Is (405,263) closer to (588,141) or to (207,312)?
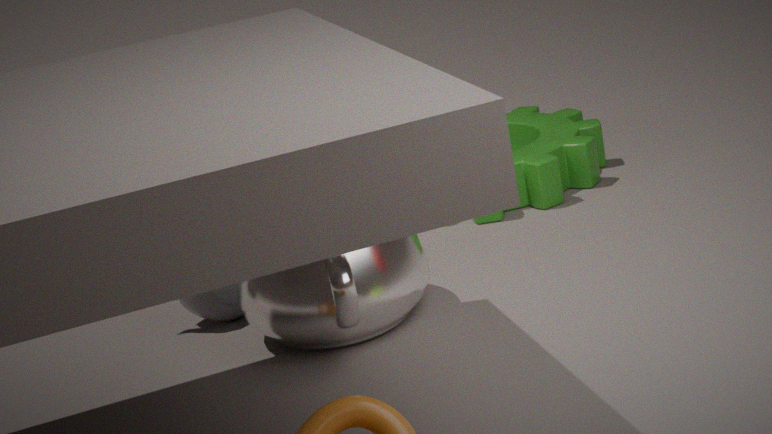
(207,312)
